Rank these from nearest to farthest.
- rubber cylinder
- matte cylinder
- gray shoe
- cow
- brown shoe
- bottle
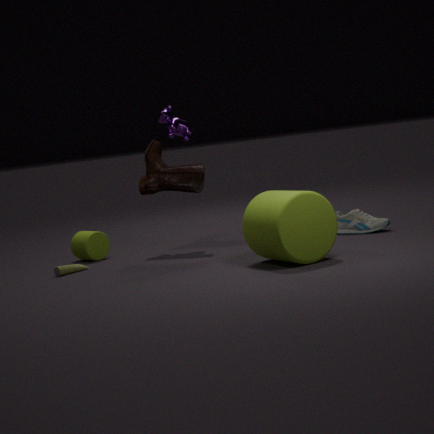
rubber cylinder
bottle
gray shoe
brown shoe
matte cylinder
cow
